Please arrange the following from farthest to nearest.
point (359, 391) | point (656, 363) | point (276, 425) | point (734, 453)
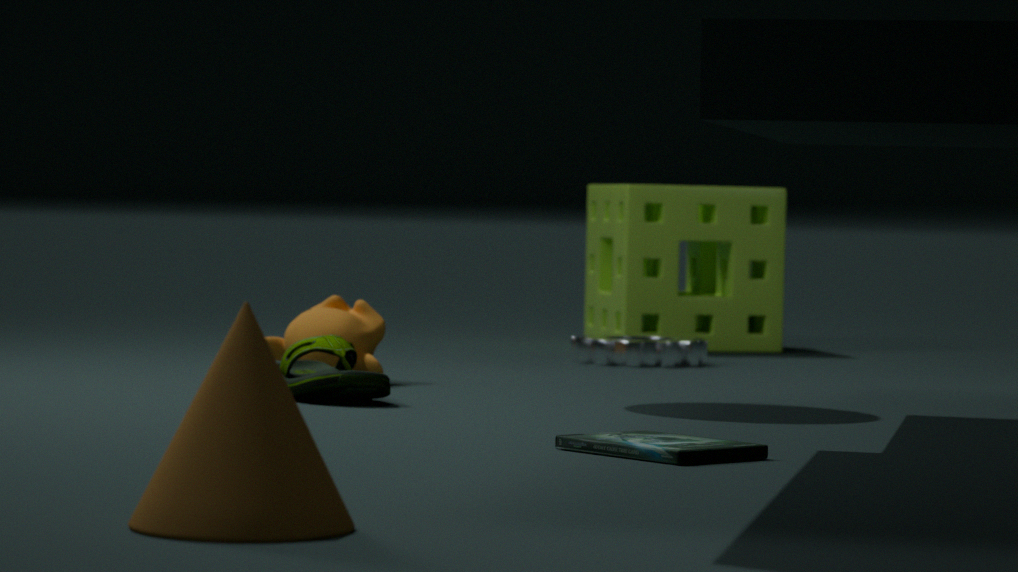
1. point (656, 363)
2. point (359, 391)
3. point (734, 453)
4. point (276, 425)
